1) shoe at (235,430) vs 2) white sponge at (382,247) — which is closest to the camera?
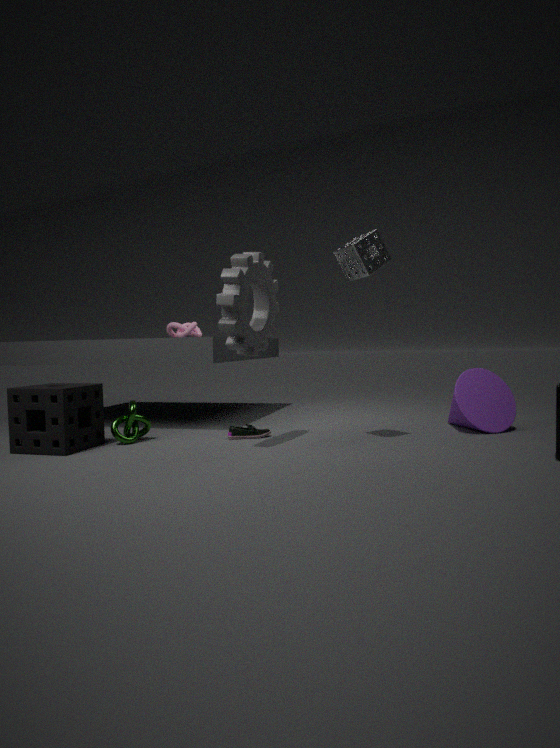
2. white sponge at (382,247)
